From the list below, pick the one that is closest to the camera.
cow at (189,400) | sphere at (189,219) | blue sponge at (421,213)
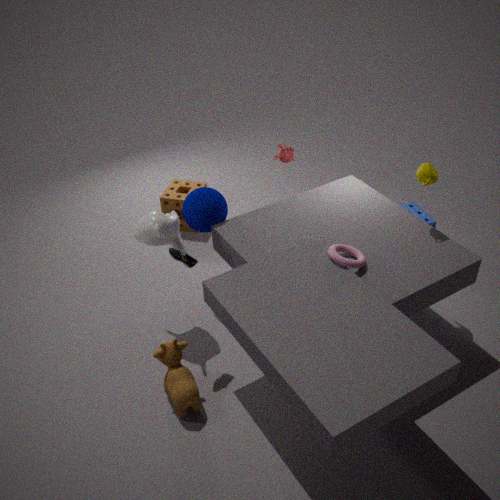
cow at (189,400)
